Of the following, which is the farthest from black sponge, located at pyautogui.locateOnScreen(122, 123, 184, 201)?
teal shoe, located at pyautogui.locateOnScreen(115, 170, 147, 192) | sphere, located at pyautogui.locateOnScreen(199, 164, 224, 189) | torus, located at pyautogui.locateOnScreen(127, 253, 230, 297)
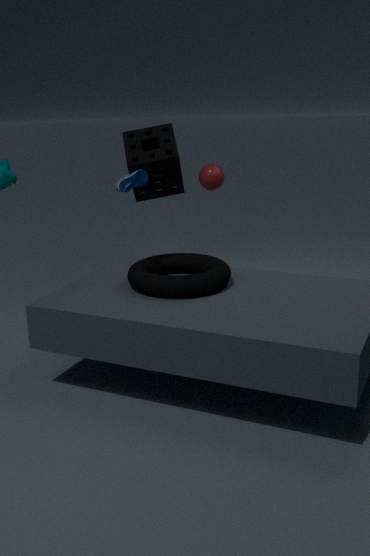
teal shoe, located at pyautogui.locateOnScreen(115, 170, 147, 192)
